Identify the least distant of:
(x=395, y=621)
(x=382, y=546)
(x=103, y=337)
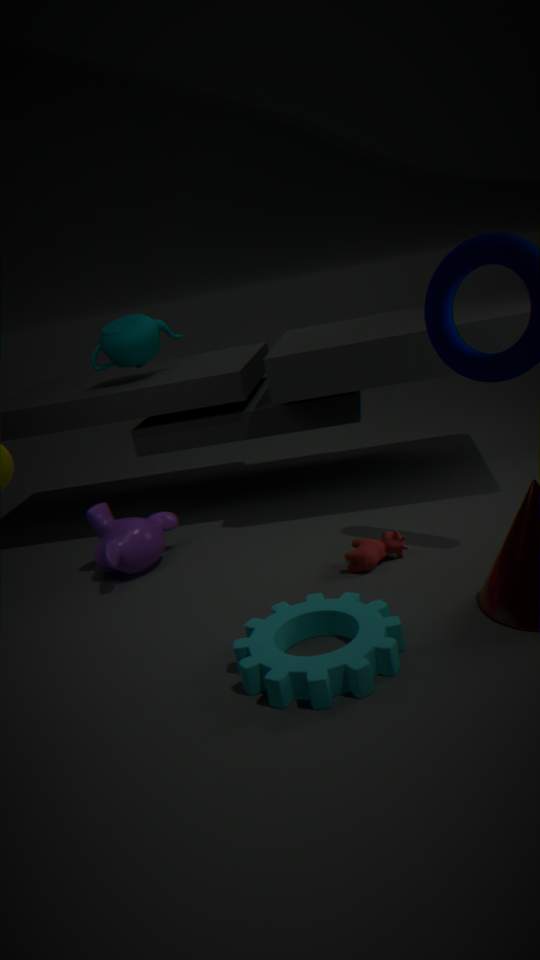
(x=395, y=621)
